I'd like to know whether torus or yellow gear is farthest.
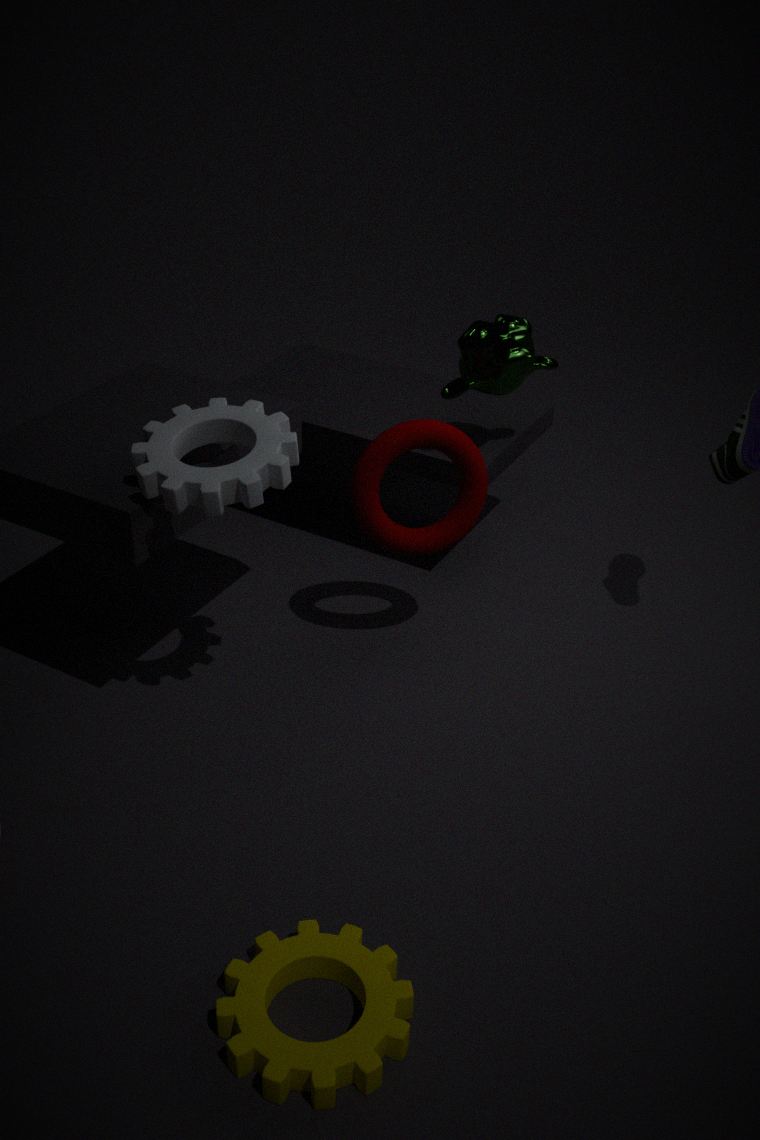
torus
